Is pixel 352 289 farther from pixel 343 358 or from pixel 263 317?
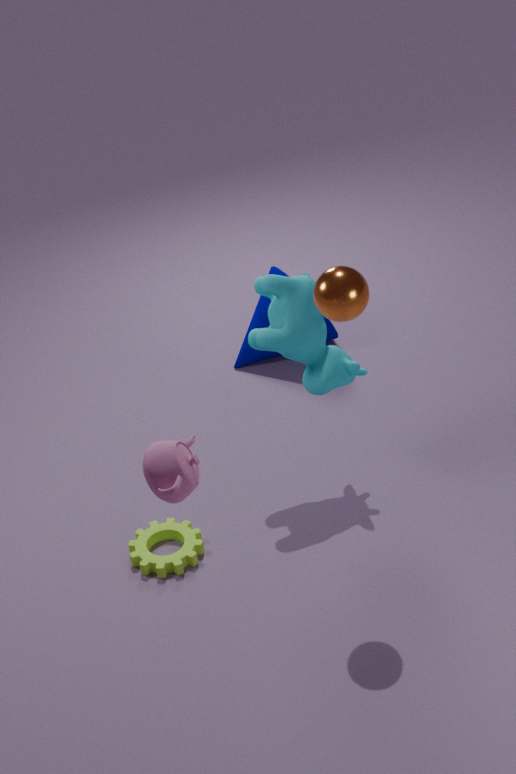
pixel 263 317
